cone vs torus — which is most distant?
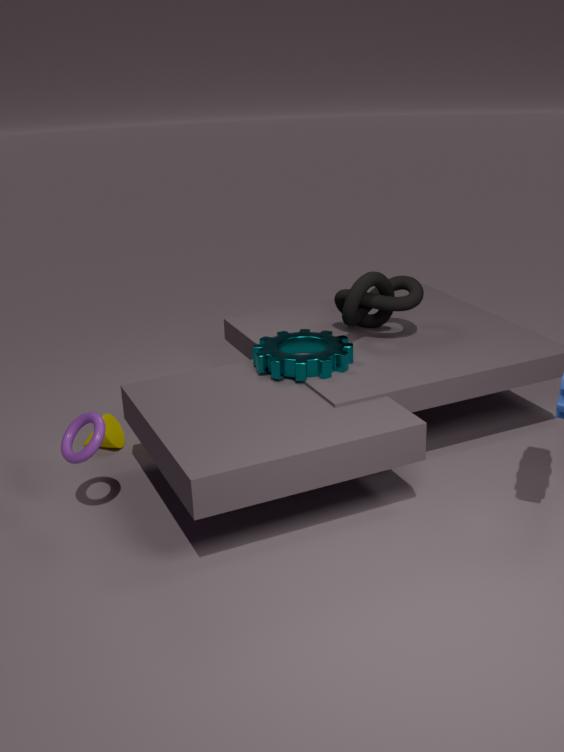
cone
